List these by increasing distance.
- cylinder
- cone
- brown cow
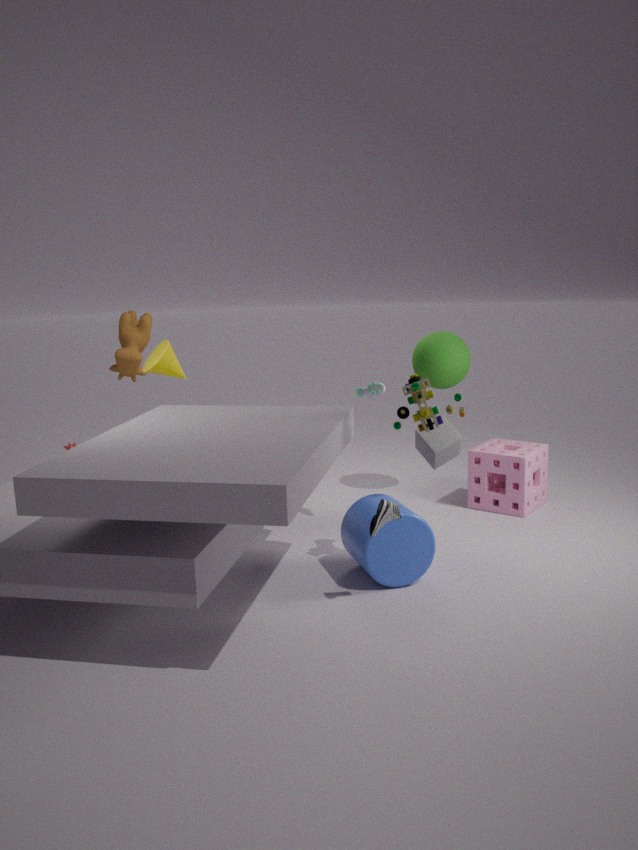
cylinder
cone
brown cow
